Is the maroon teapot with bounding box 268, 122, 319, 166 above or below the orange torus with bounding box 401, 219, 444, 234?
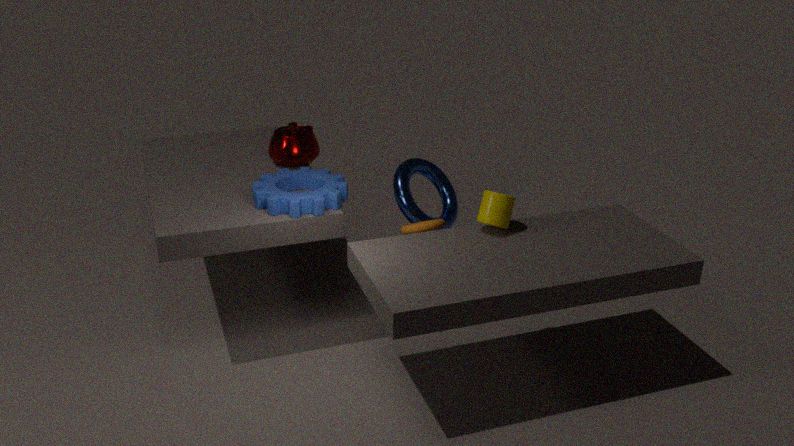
above
